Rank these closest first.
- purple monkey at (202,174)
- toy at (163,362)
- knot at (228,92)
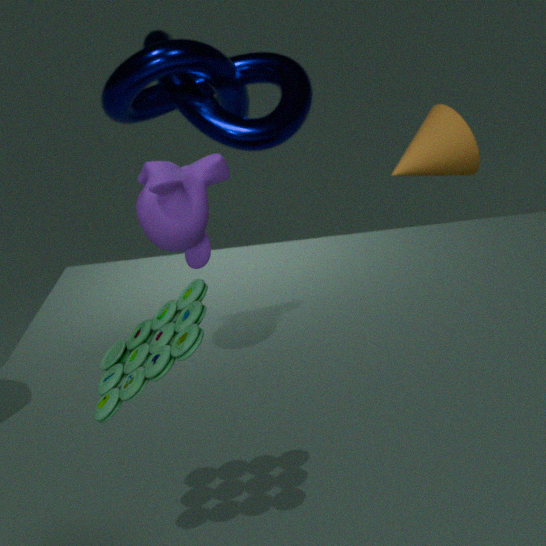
toy at (163,362) → purple monkey at (202,174) → knot at (228,92)
